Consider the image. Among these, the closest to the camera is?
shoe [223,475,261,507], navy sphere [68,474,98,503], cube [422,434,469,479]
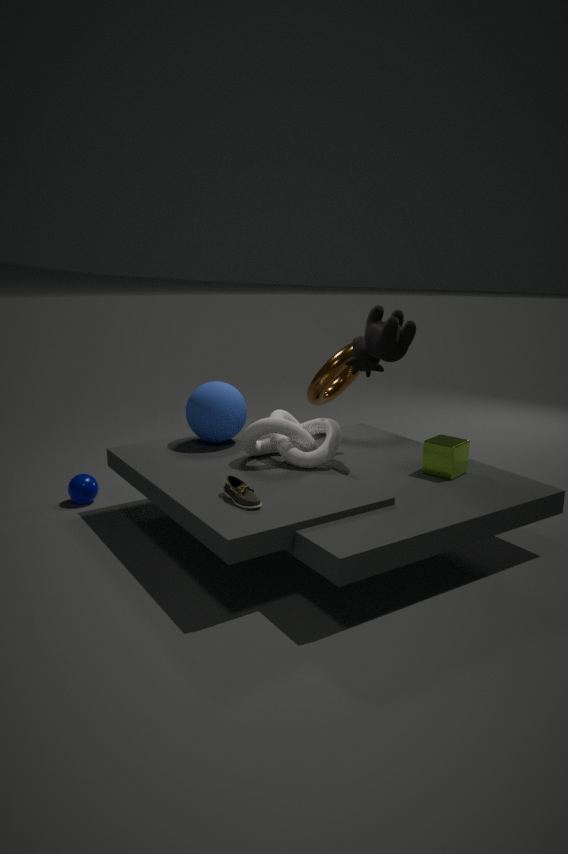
shoe [223,475,261,507]
